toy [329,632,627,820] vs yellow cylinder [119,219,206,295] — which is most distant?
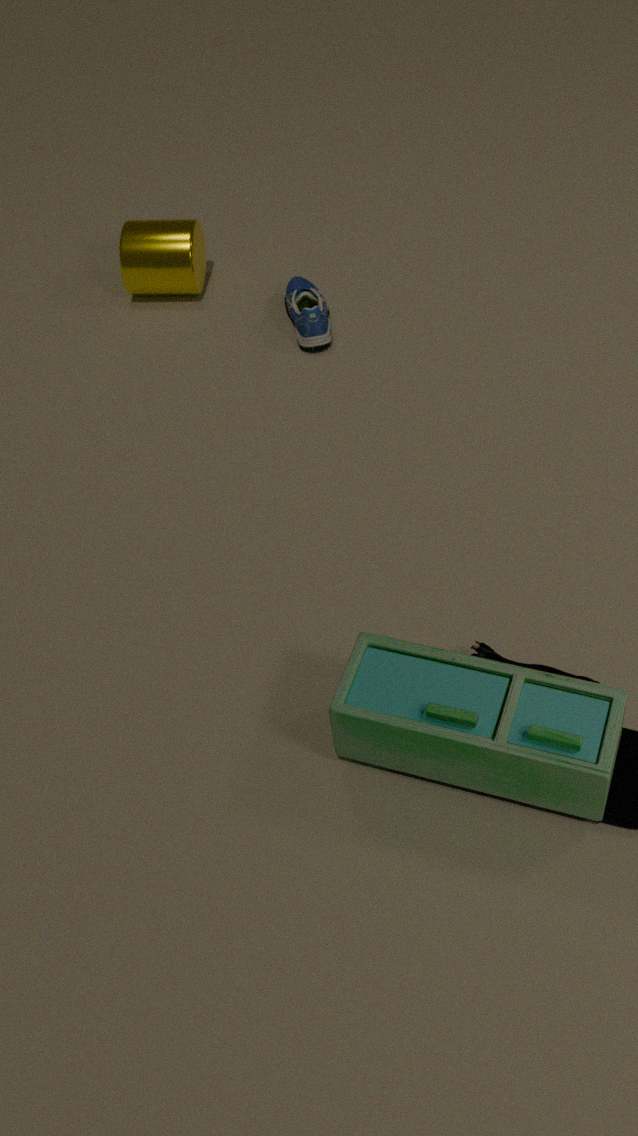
yellow cylinder [119,219,206,295]
